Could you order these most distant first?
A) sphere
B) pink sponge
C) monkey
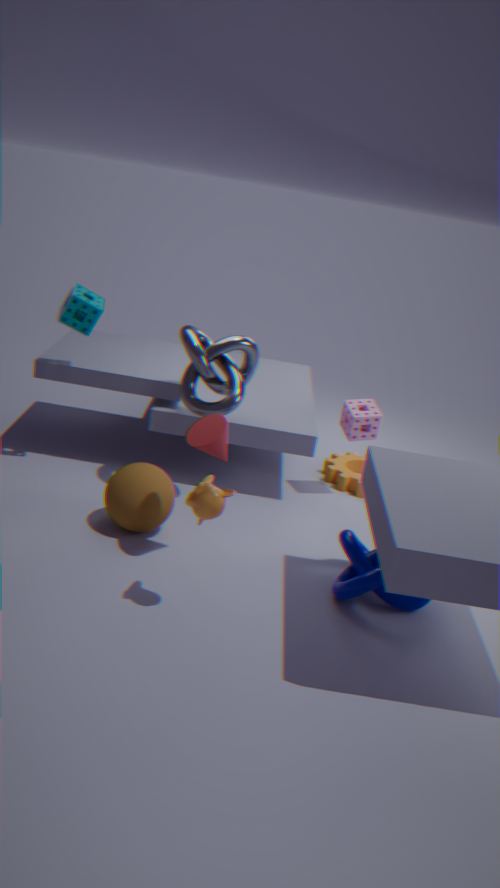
pink sponge → sphere → monkey
